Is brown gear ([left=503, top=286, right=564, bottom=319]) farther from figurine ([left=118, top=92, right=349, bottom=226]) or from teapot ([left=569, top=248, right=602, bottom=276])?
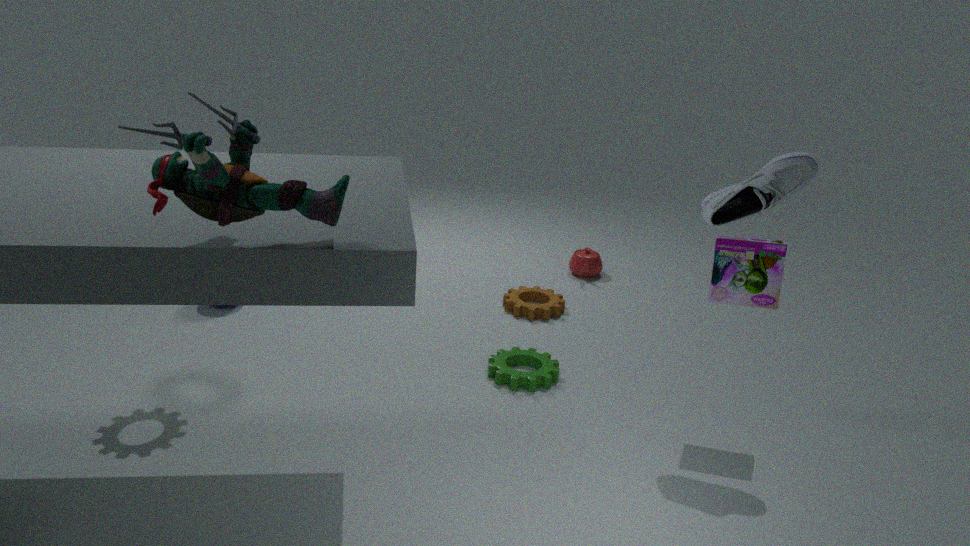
figurine ([left=118, top=92, right=349, bottom=226])
